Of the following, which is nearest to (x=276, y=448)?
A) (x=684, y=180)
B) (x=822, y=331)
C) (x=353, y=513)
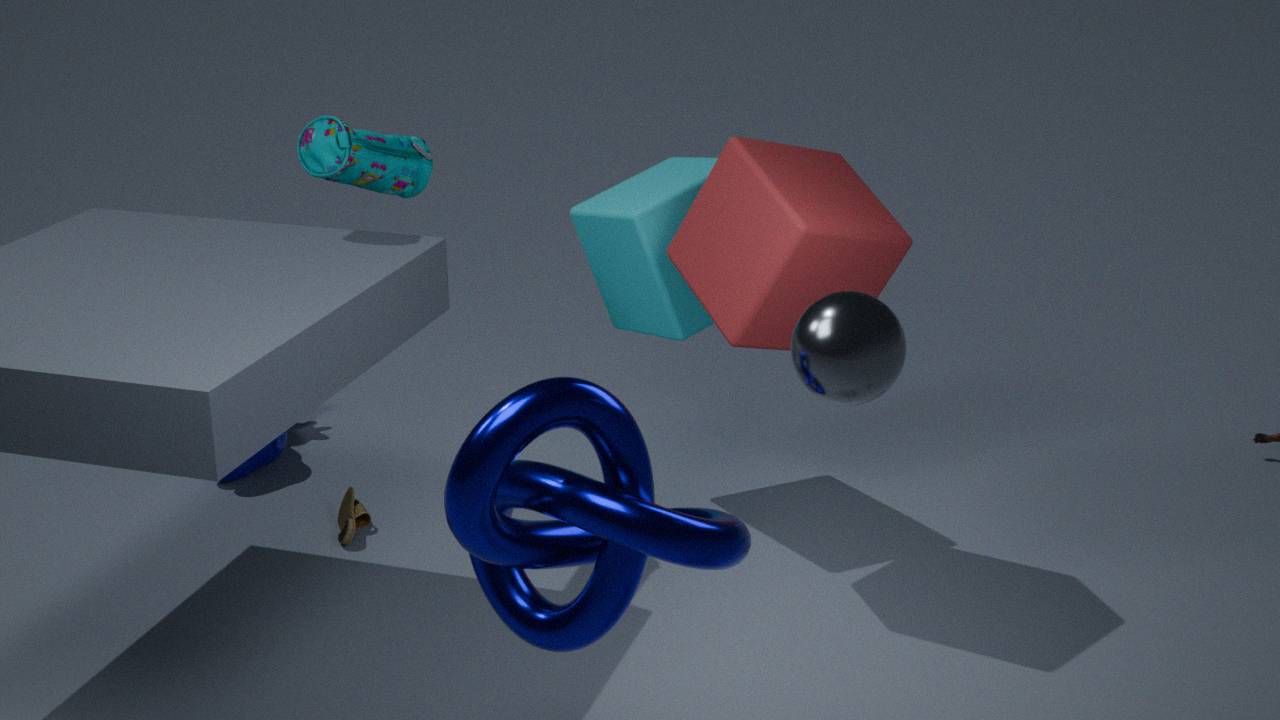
(x=353, y=513)
